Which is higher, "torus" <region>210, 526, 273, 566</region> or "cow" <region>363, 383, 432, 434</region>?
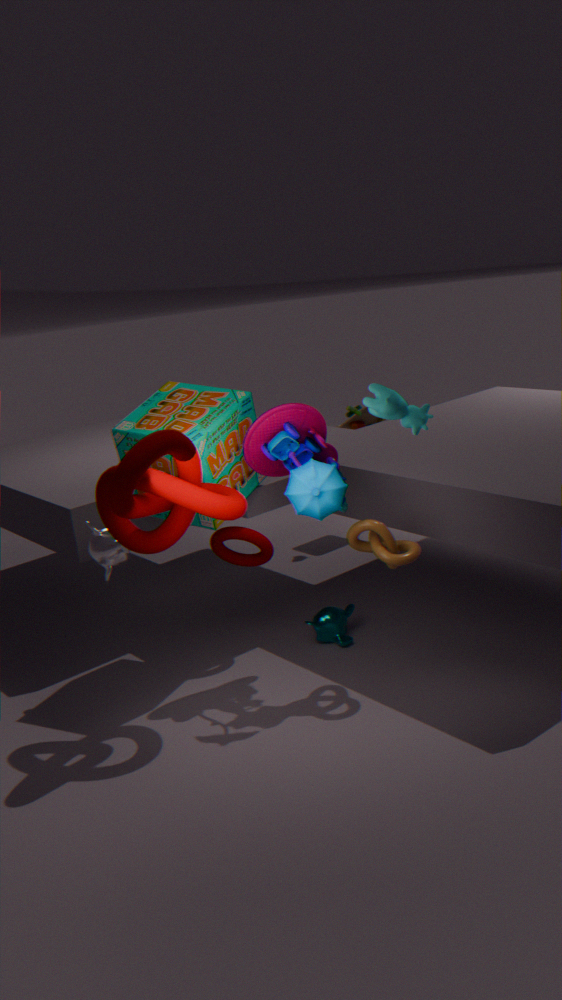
"cow" <region>363, 383, 432, 434</region>
